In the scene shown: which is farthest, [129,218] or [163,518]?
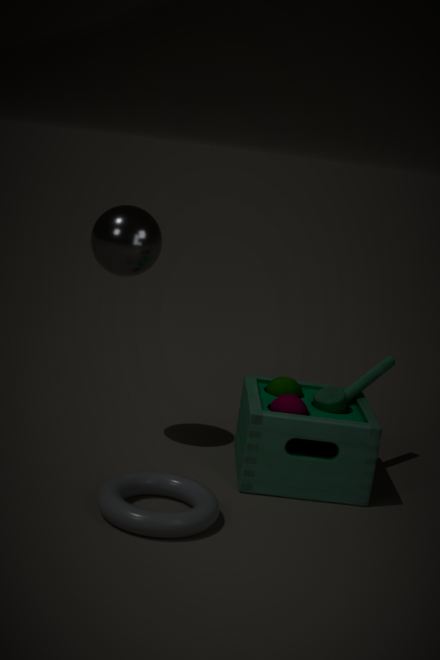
[129,218]
